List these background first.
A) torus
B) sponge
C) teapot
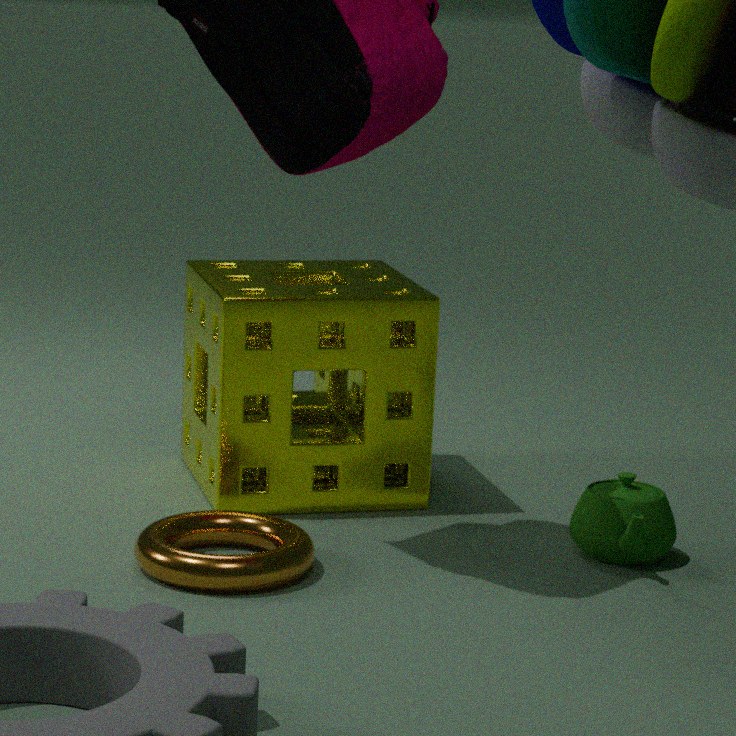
sponge, teapot, torus
